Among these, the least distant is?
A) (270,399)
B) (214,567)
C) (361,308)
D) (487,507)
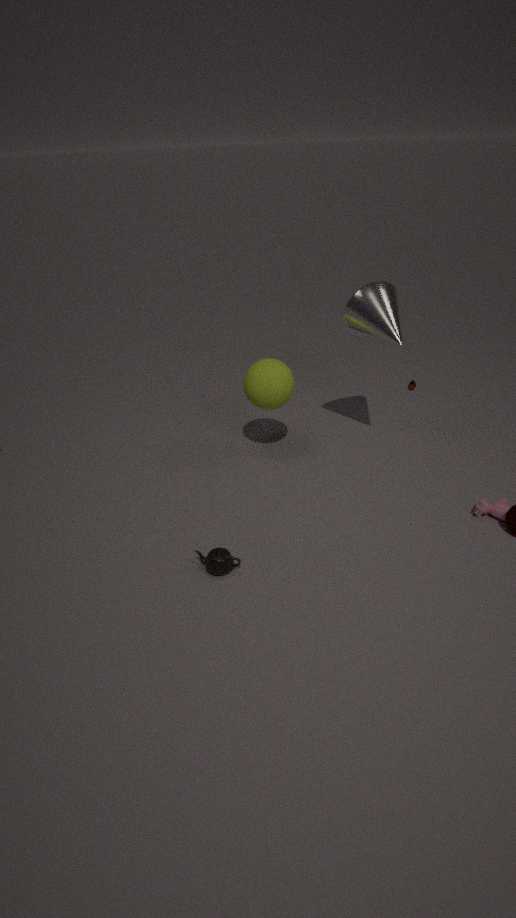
(214,567)
